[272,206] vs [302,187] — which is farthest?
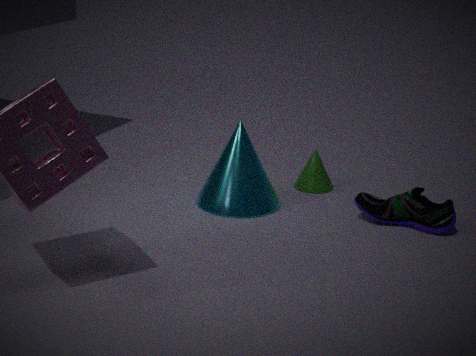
[302,187]
